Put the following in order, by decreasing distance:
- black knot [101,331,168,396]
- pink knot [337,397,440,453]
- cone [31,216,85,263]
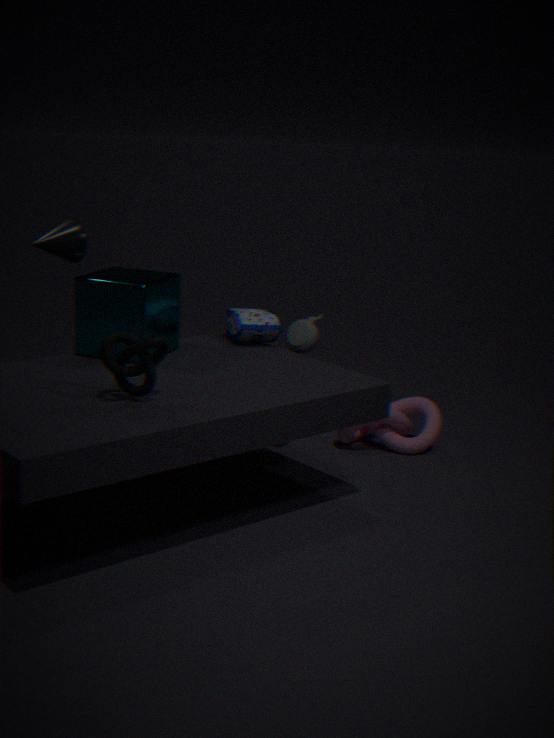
pink knot [337,397,440,453], cone [31,216,85,263], black knot [101,331,168,396]
